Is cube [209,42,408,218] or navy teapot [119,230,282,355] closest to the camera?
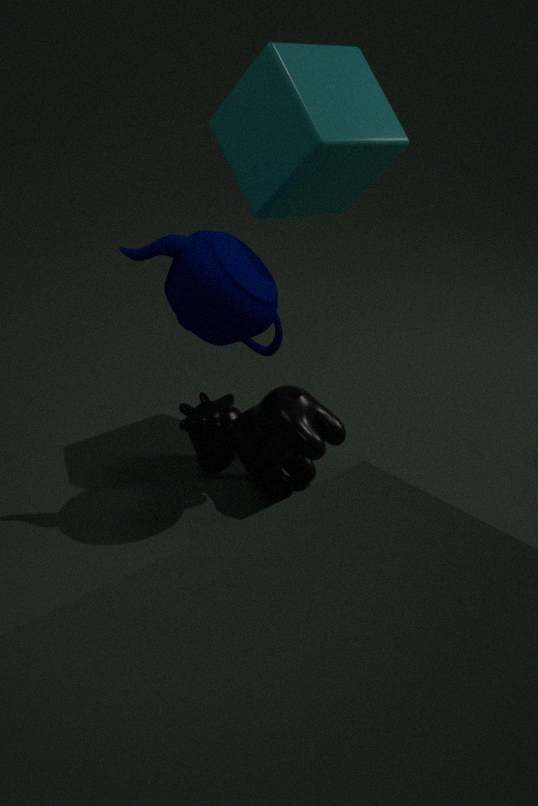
navy teapot [119,230,282,355]
